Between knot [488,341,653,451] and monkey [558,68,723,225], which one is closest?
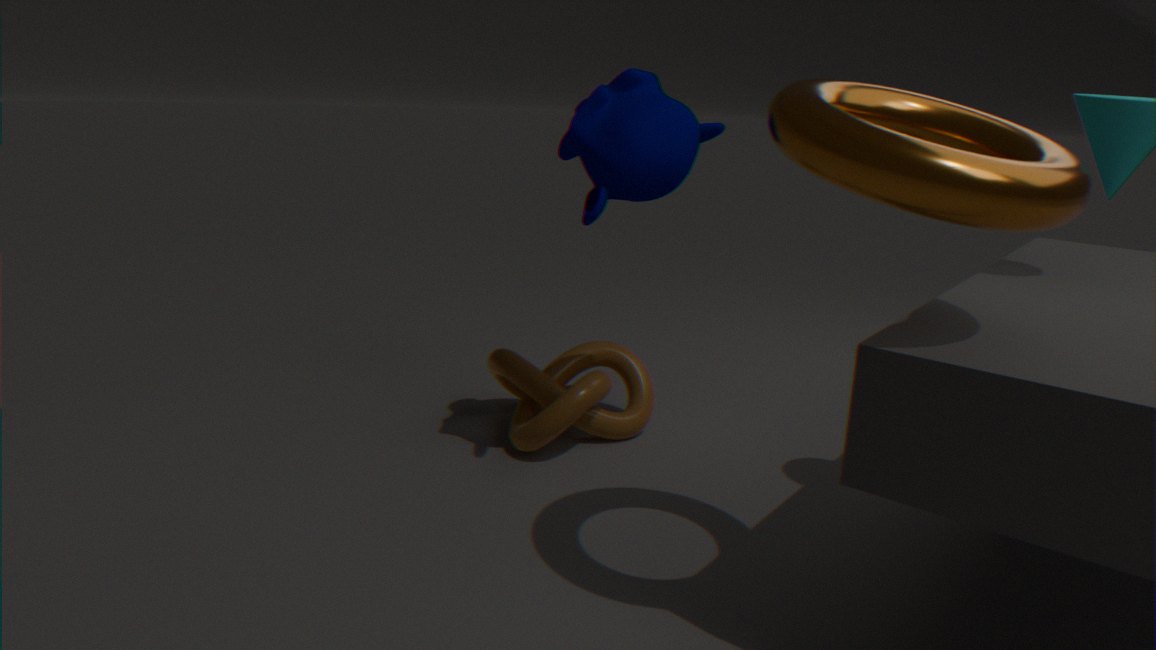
monkey [558,68,723,225]
